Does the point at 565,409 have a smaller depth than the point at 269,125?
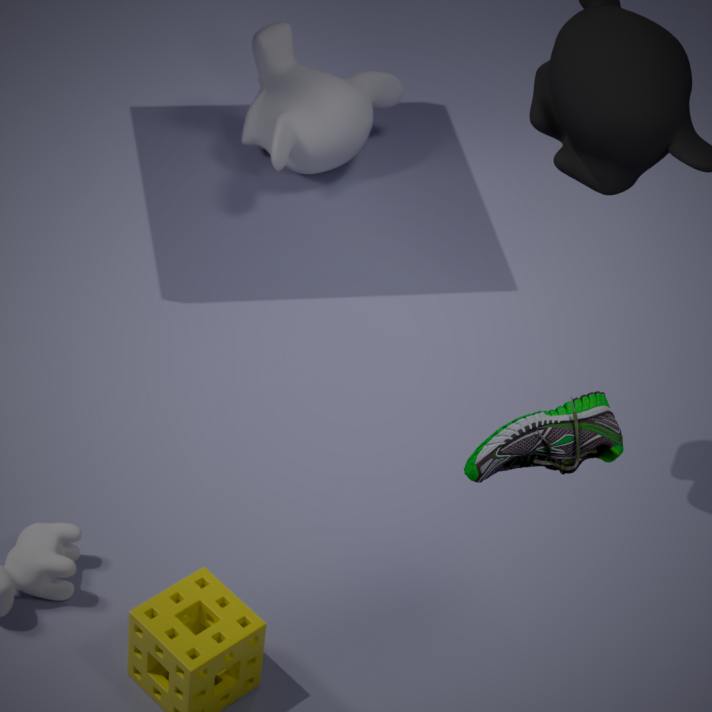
Yes
